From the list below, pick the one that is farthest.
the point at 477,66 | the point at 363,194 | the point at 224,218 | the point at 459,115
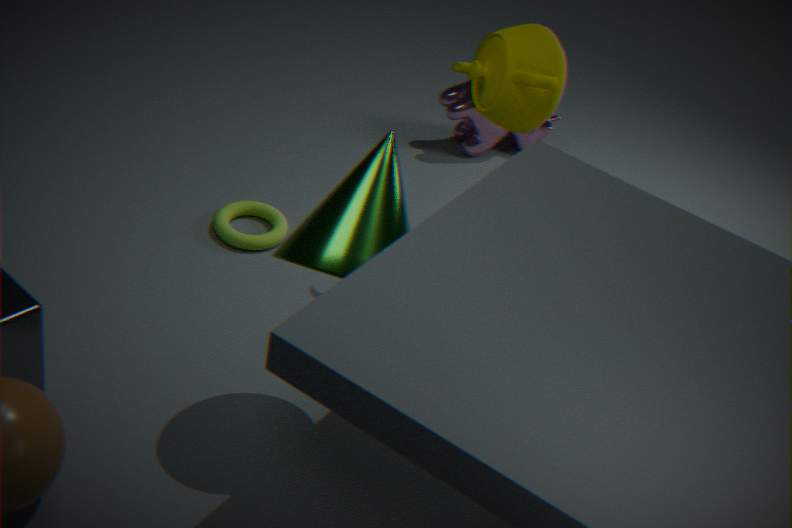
the point at 459,115
